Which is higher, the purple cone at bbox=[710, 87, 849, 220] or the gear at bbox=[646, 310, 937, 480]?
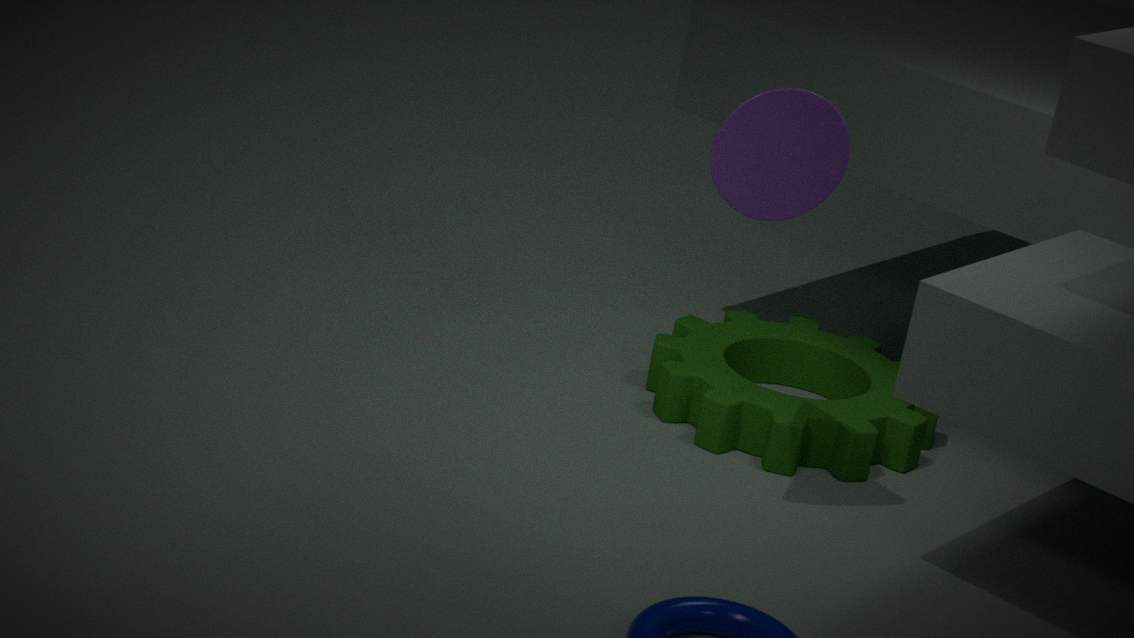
the purple cone at bbox=[710, 87, 849, 220]
